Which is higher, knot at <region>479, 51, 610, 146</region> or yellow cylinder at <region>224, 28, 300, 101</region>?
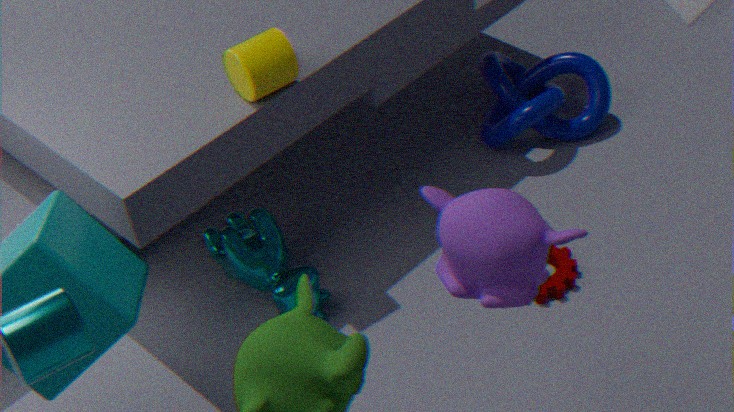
yellow cylinder at <region>224, 28, 300, 101</region>
